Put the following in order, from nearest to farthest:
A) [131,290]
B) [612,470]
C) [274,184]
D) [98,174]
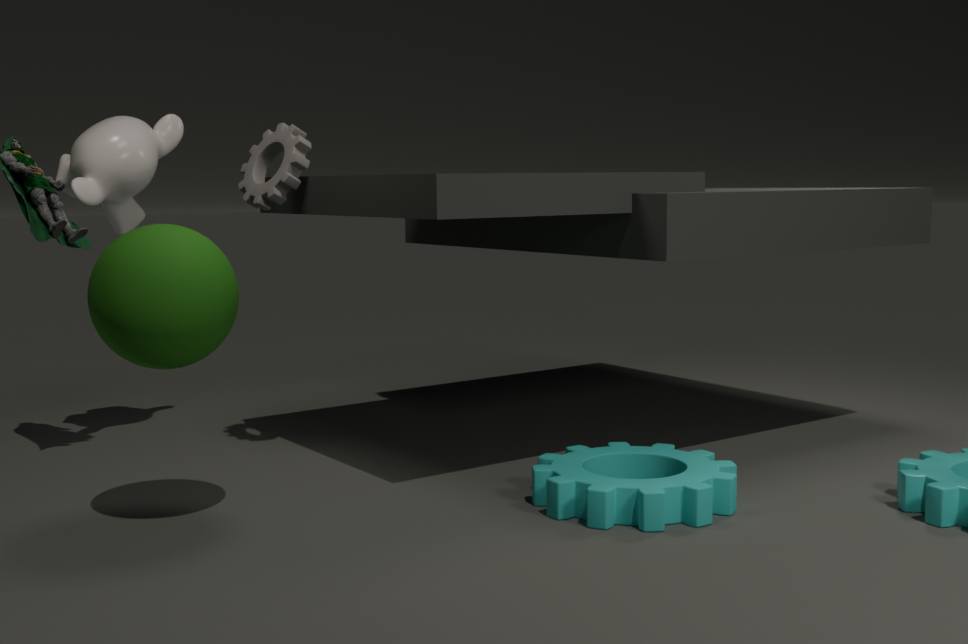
[131,290] < [612,470] < [274,184] < [98,174]
